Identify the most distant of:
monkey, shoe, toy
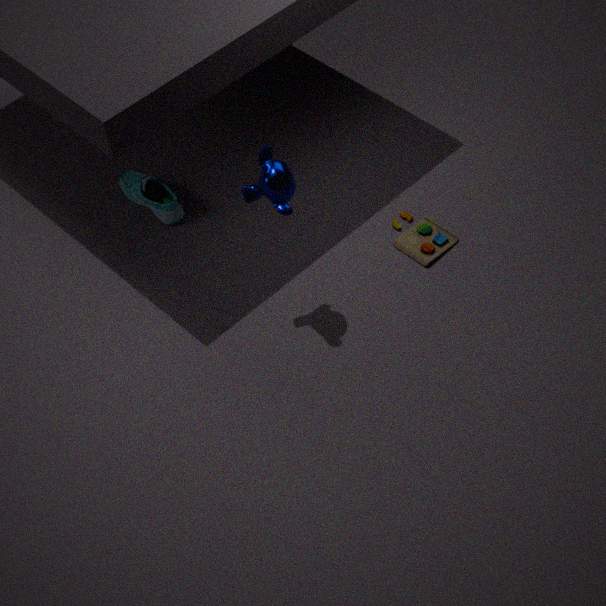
shoe
